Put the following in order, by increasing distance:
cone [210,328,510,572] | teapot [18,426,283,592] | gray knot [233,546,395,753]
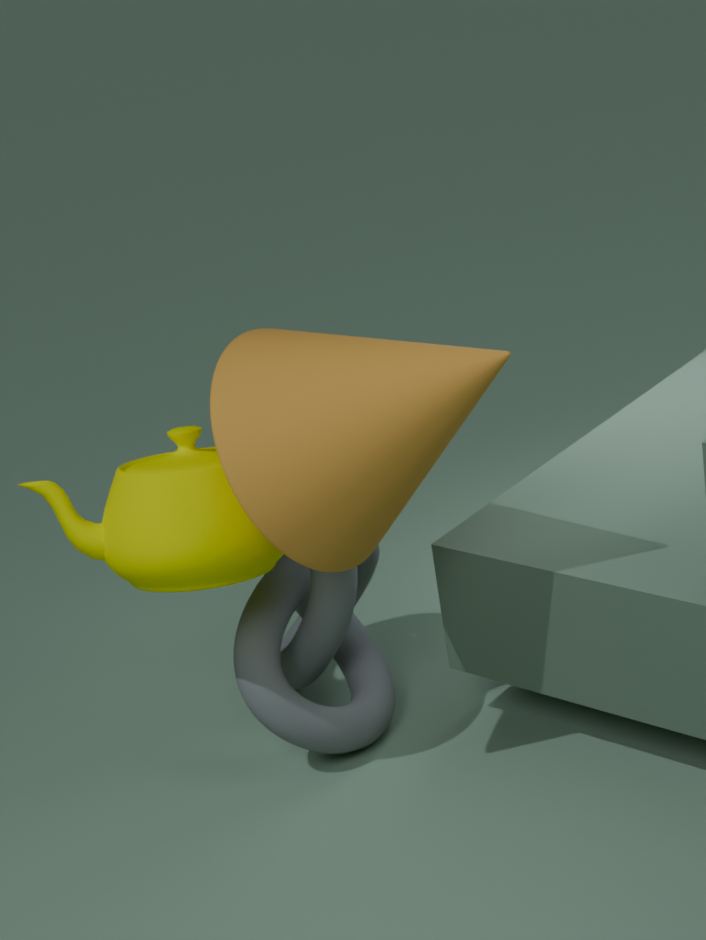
cone [210,328,510,572] → teapot [18,426,283,592] → gray knot [233,546,395,753]
